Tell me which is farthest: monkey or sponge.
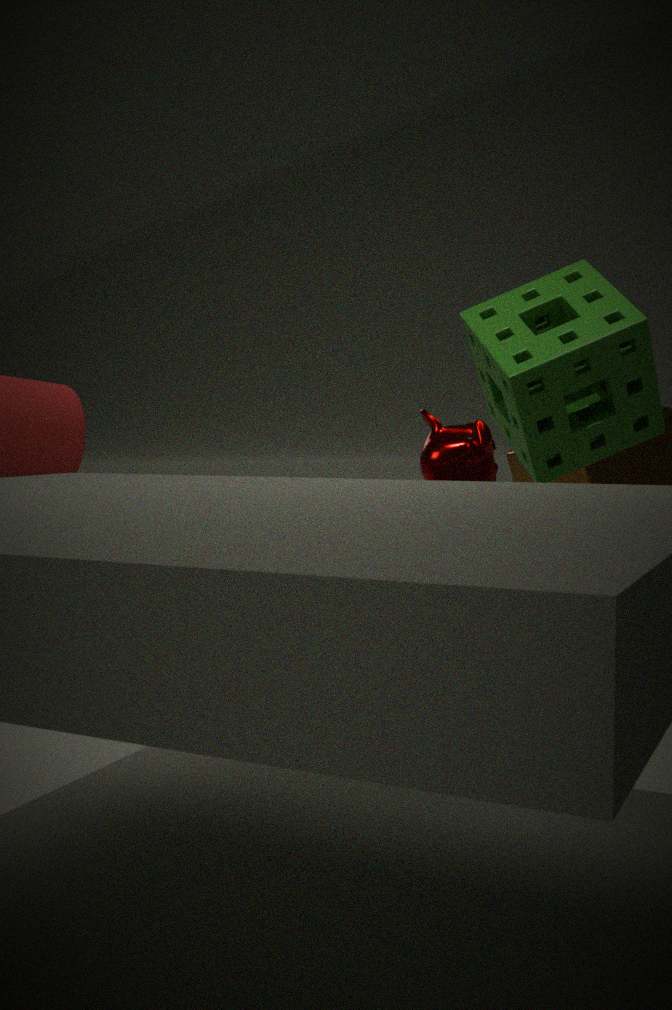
sponge
